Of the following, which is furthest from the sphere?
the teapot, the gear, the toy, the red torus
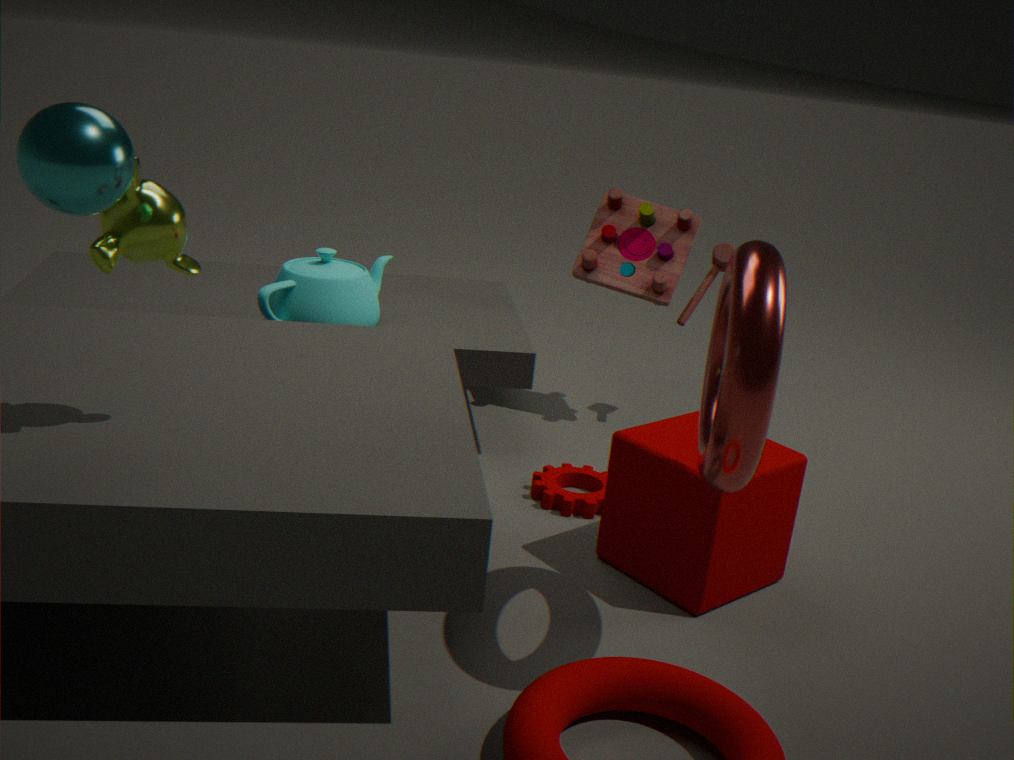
the toy
